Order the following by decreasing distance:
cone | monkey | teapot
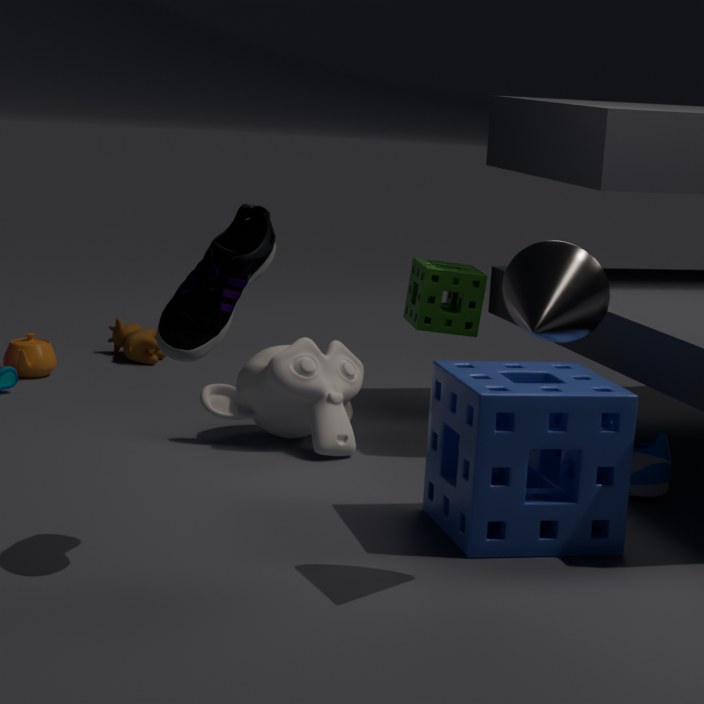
teapot, monkey, cone
